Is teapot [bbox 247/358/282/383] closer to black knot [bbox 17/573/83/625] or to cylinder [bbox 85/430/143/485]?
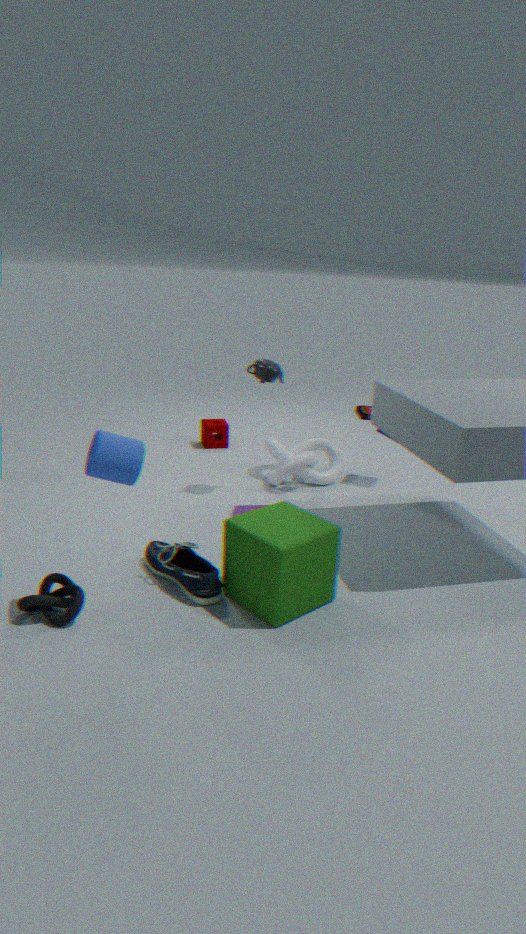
cylinder [bbox 85/430/143/485]
